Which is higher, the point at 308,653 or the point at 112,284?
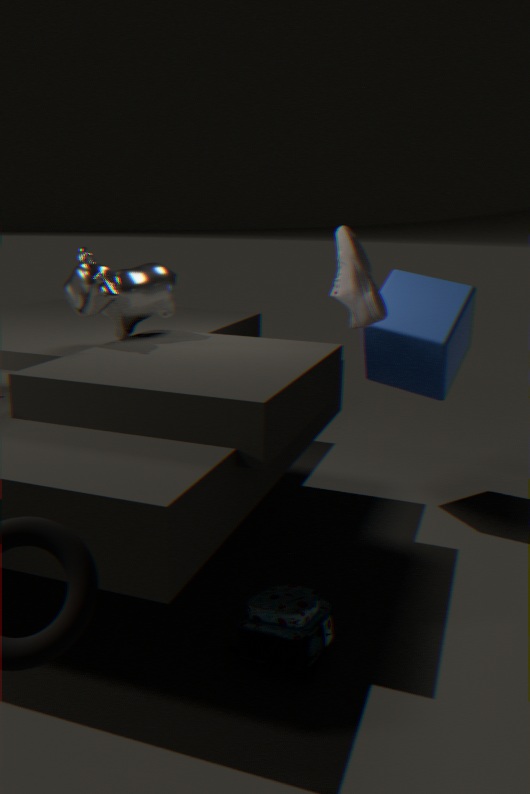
the point at 112,284
